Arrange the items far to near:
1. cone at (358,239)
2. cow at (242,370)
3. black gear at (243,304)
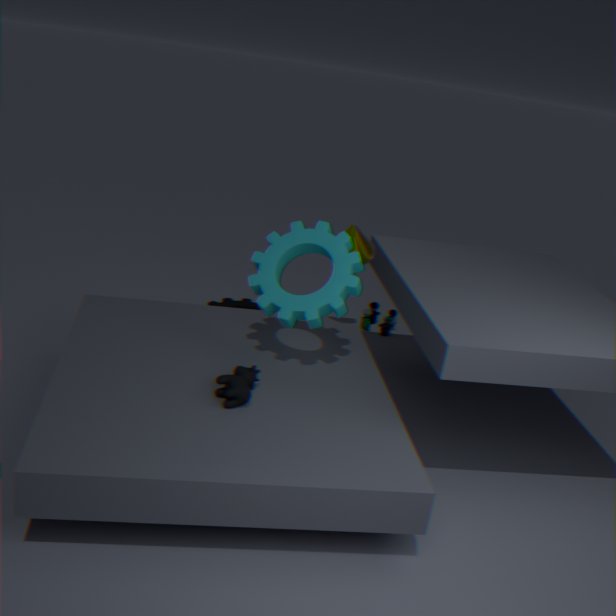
1. black gear at (243,304)
2. cone at (358,239)
3. cow at (242,370)
